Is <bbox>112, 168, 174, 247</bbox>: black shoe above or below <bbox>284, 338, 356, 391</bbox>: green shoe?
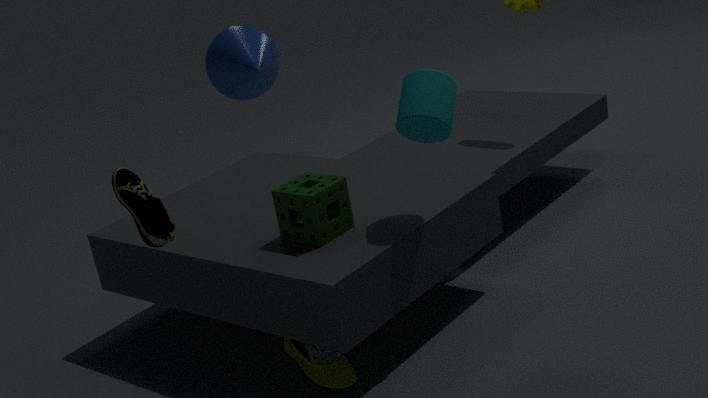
above
